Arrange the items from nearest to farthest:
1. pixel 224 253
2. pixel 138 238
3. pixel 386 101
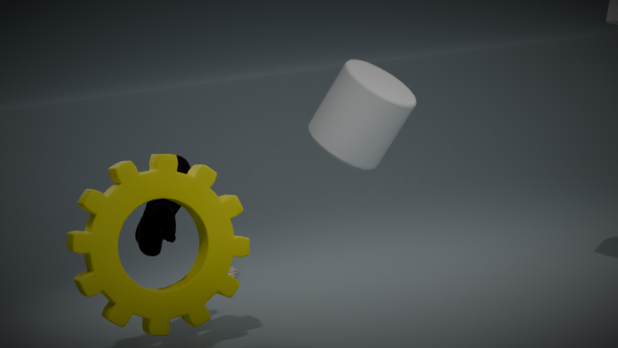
pixel 386 101 → pixel 138 238 → pixel 224 253
